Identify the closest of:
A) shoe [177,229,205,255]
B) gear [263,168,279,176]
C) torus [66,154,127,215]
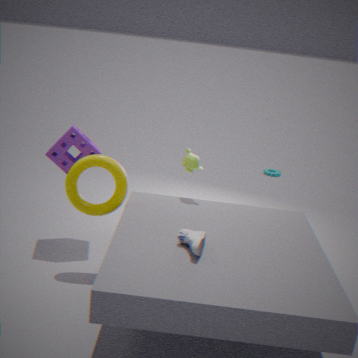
shoe [177,229,205,255]
